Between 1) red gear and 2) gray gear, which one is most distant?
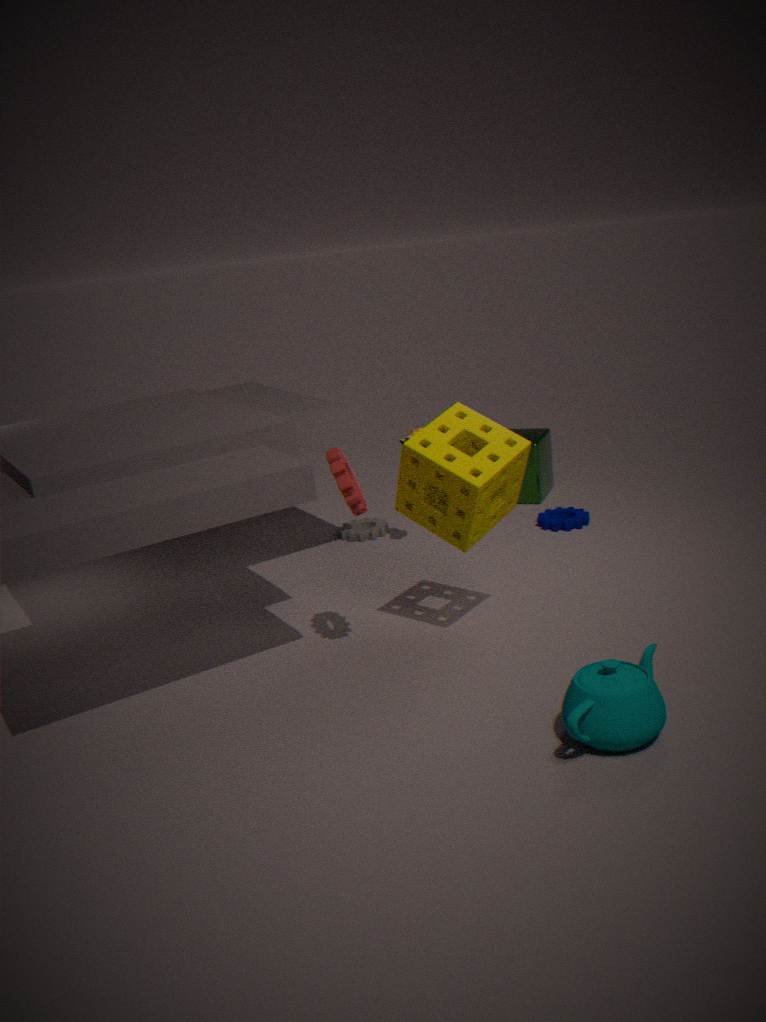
2. gray gear
